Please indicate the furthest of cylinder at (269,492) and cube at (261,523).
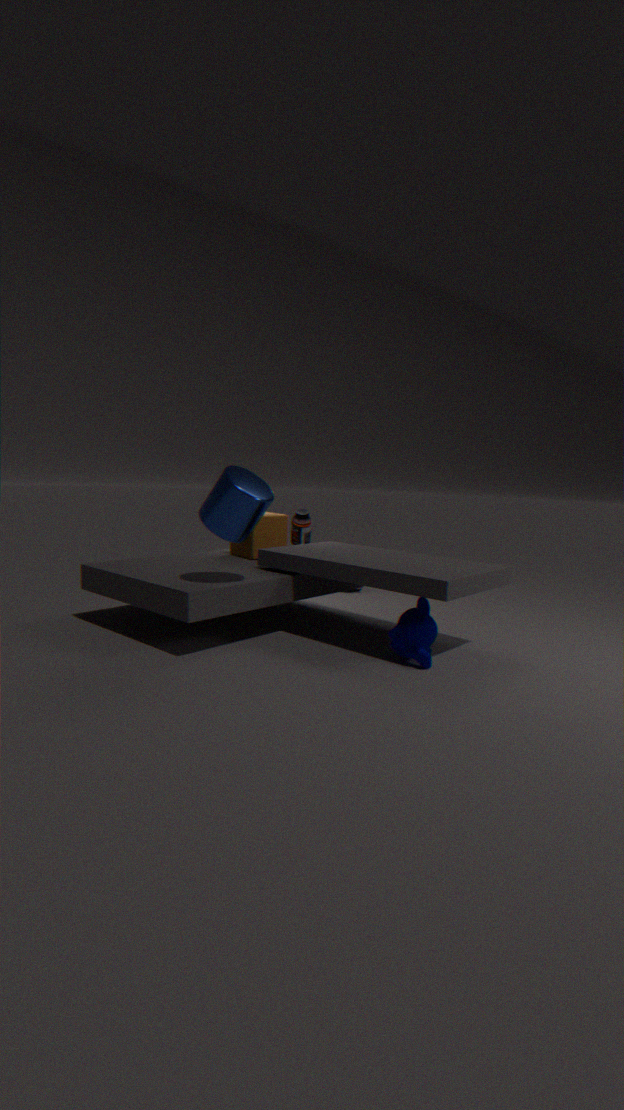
cube at (261,523)
